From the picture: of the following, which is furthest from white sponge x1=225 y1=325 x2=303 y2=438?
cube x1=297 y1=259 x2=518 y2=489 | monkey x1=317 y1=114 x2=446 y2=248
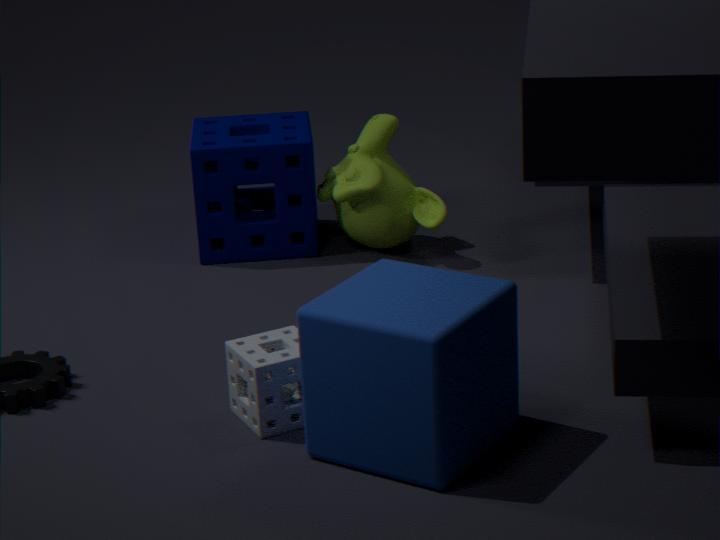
monkey x1=317 y1=114 x2=446 y2=248
